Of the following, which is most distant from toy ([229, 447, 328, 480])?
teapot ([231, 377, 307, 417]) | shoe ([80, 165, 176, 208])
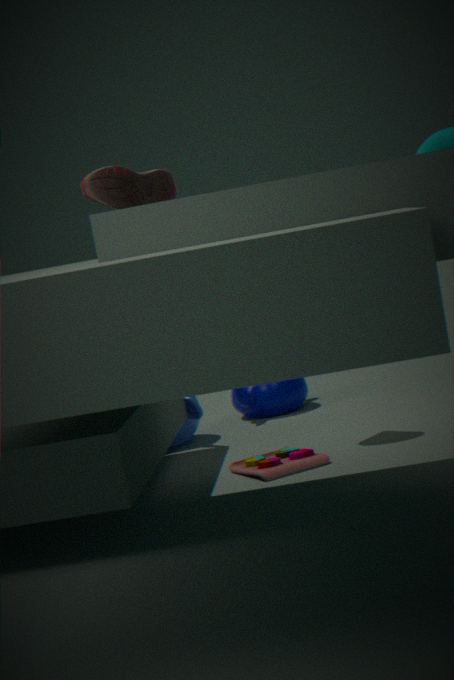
shoe ([80, 165, 176, 208])
